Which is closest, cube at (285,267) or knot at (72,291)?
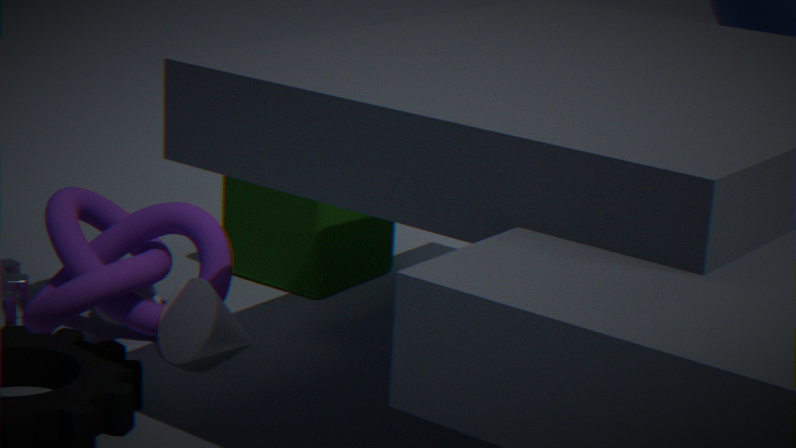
knot at (72,291)
